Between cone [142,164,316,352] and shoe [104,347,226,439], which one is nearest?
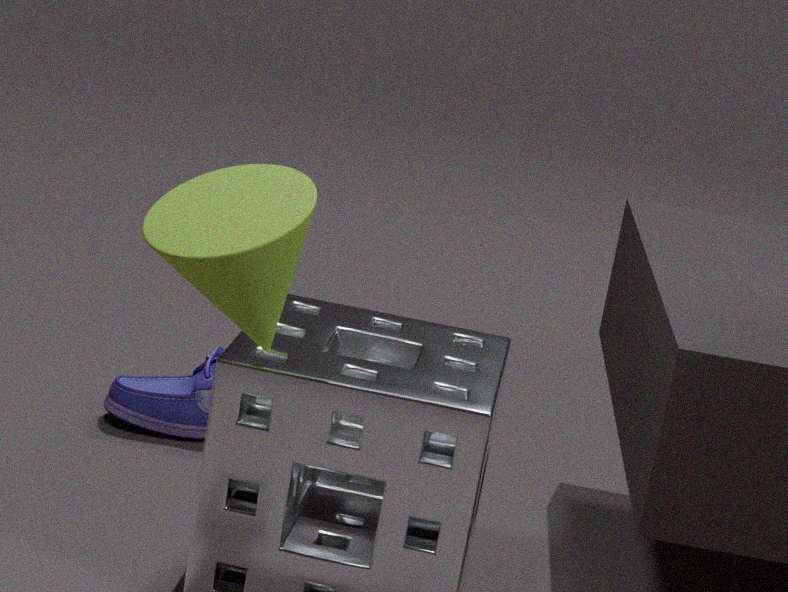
cone [142,164,316,352]
